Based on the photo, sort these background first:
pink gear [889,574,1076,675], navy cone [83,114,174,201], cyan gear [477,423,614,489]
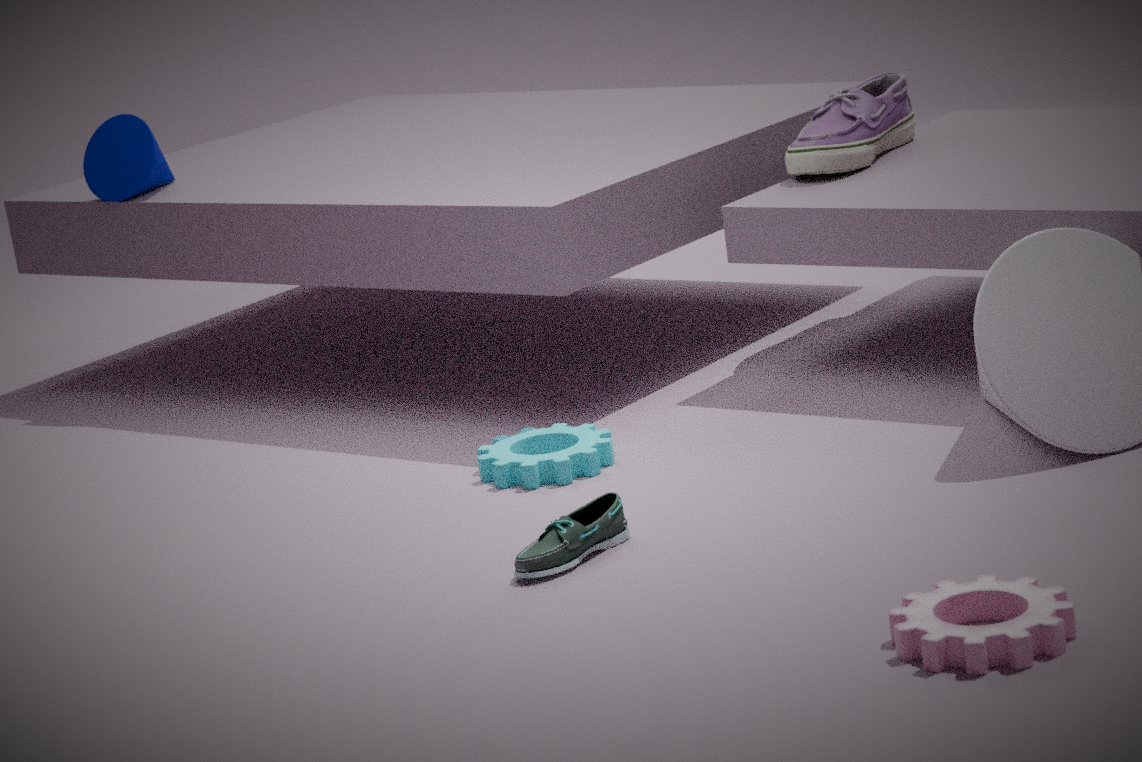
1. navy cone [83,114,174,201]
2. cyan gear [477,423,614,489]
3. pink gear [889,574,1076,675]
